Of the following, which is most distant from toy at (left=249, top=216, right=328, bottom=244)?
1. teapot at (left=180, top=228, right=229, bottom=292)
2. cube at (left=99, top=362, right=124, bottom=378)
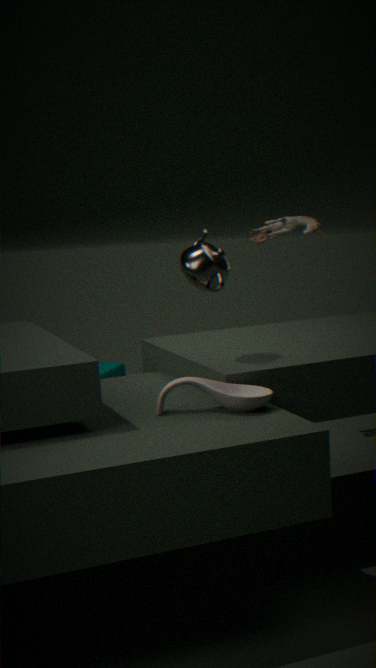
teapot at (left=180, top=228, right=229, bottom=292)
